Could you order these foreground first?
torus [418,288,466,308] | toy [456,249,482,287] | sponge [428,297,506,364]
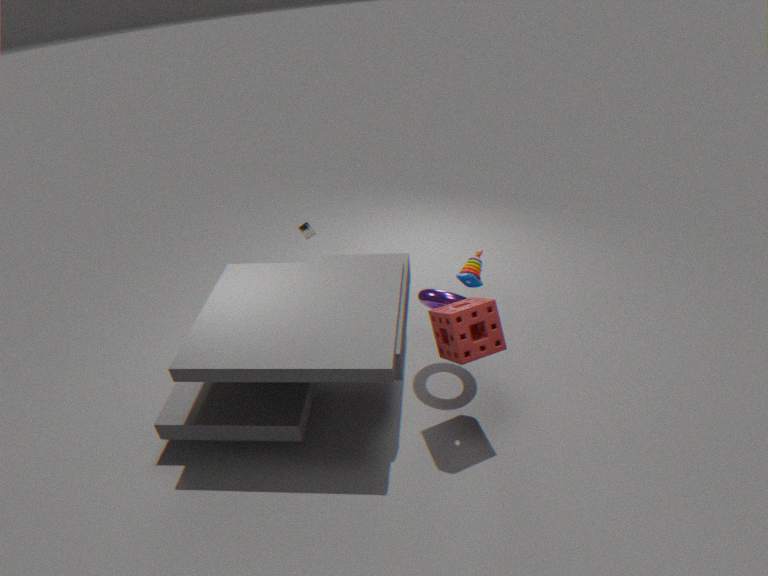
sponge [428,297,506,364] → torus [418,288,466,308] → toy [456,249,482,287]
